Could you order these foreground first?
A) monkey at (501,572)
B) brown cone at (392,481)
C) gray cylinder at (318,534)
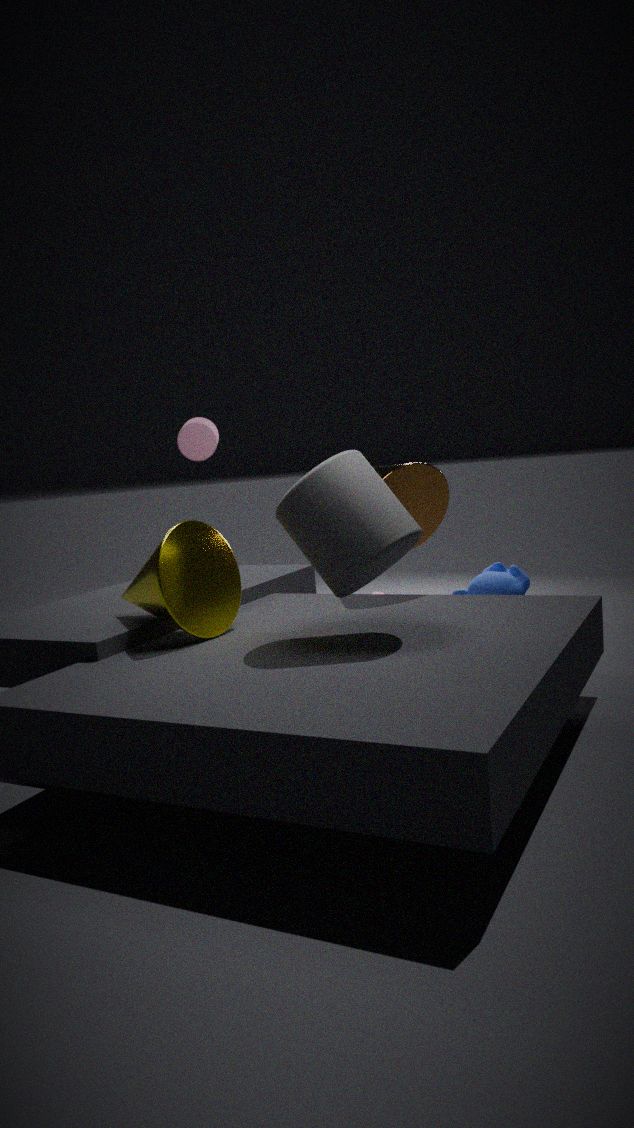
gray cylinder at (318,534) < brown cone at (392,481) < monkey at (501,572)
